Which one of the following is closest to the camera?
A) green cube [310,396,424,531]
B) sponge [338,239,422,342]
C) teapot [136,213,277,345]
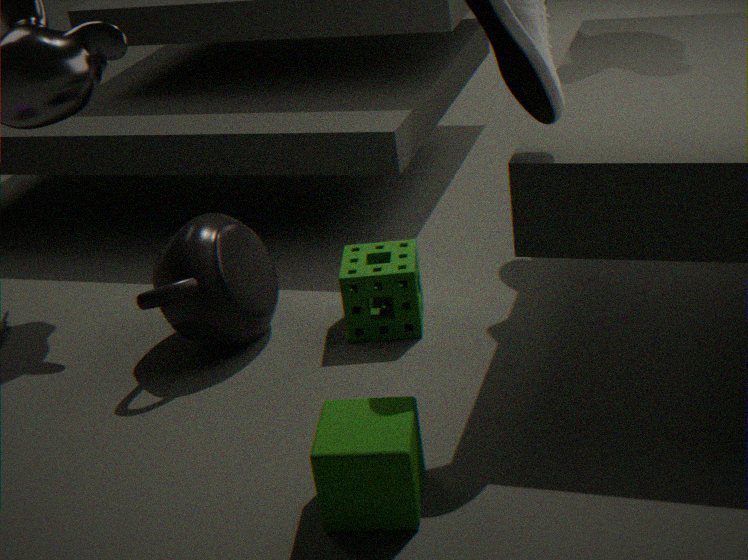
green cube [310,396,424,531]
